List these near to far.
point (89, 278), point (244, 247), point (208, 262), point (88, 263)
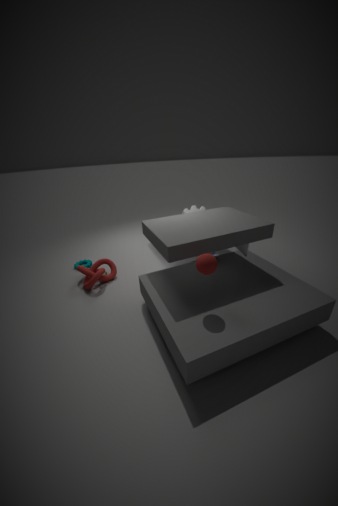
point (208, 262) < point (244, 247) < point (89, 278) < point (88, 263)
